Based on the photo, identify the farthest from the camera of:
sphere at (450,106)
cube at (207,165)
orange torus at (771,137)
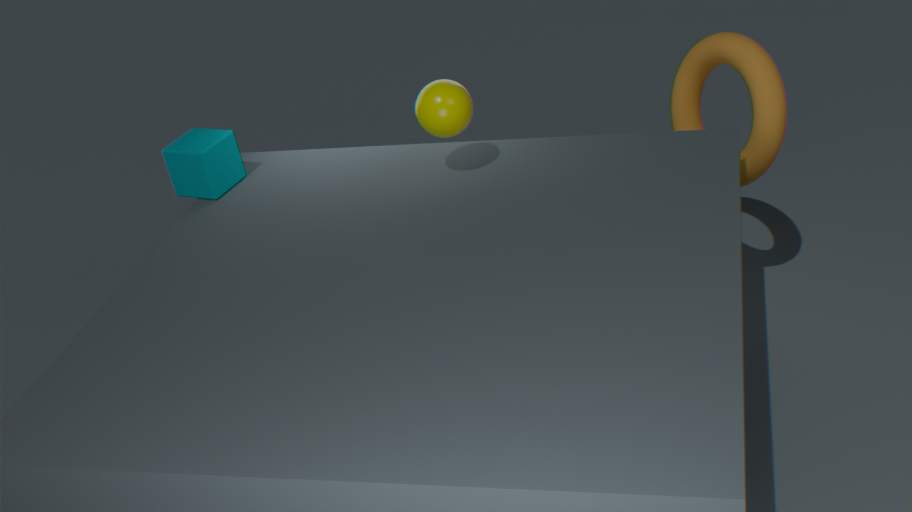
cube at (207,165)
